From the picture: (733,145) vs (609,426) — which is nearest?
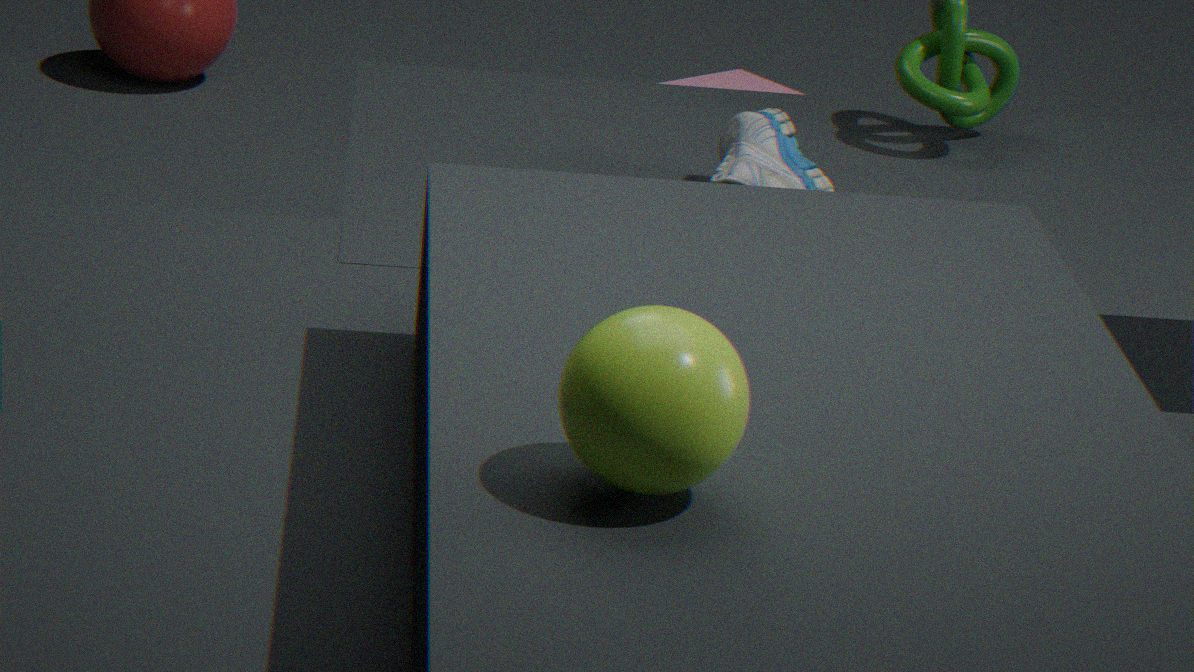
(609,426)
